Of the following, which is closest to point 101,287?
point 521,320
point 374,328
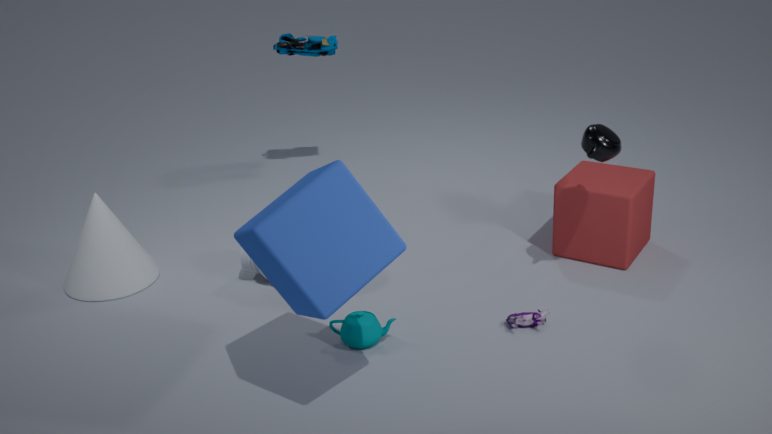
point 374,328
